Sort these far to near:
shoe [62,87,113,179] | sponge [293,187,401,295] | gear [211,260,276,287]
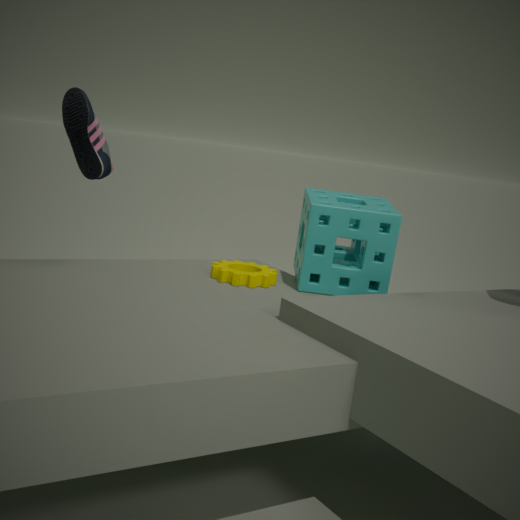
1. shoe [62,87,113,179]
2. gear [211,260,276,287]
3. sponge [293,187,401,295]
